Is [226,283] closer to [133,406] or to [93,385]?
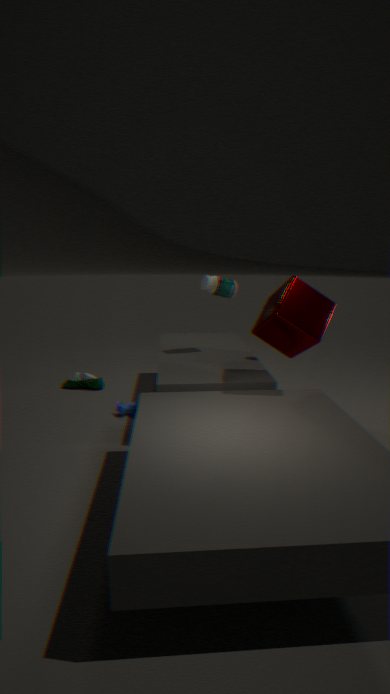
[133,406]
